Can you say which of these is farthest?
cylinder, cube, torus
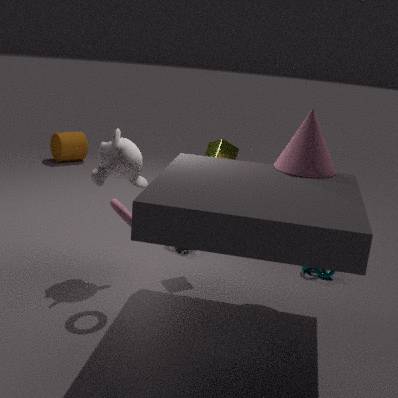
cylinder
